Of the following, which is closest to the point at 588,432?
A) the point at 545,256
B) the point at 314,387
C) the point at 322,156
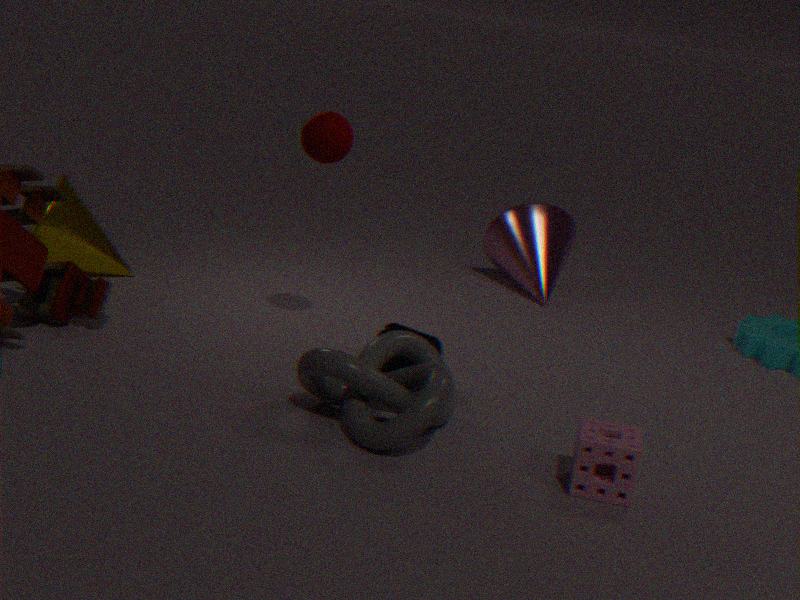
the point at 314,387
